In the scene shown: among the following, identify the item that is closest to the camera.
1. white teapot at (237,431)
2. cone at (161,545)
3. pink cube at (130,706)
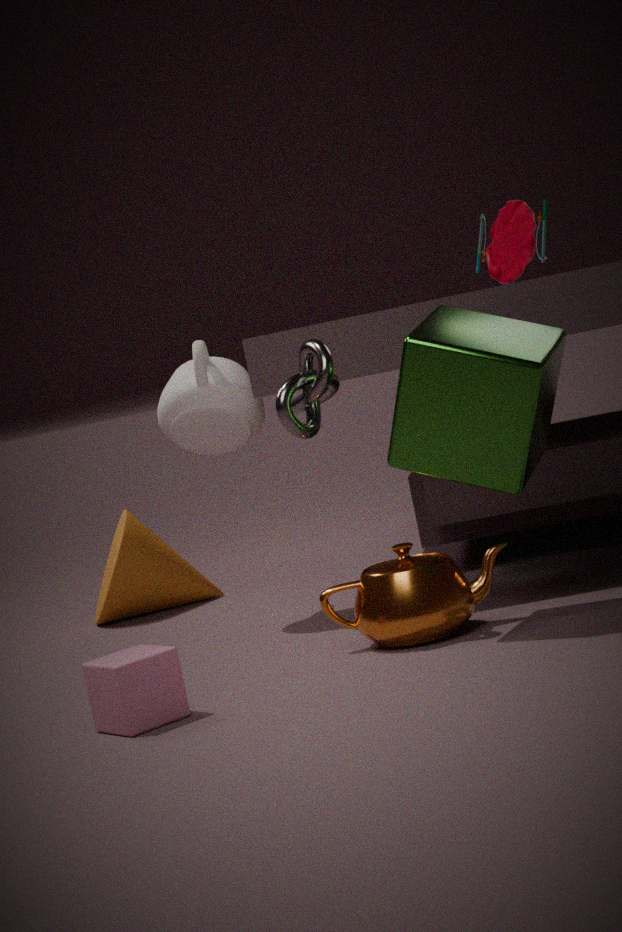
pink cube at (130,706)
